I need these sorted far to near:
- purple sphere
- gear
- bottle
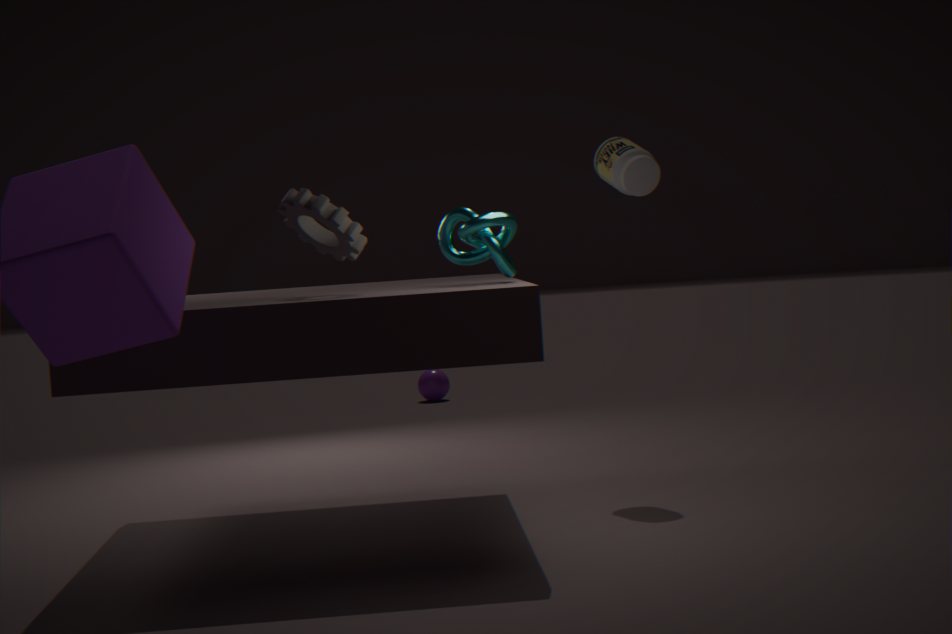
1. purple sphere
2. bottle
3. gear
